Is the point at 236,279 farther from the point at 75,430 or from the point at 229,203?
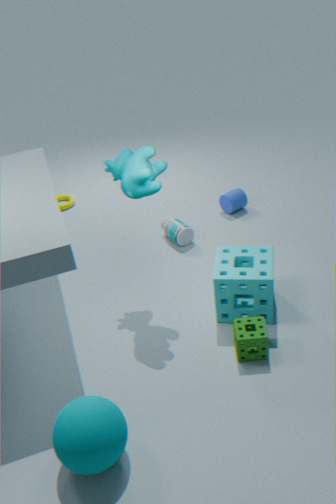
the point at 75,430
